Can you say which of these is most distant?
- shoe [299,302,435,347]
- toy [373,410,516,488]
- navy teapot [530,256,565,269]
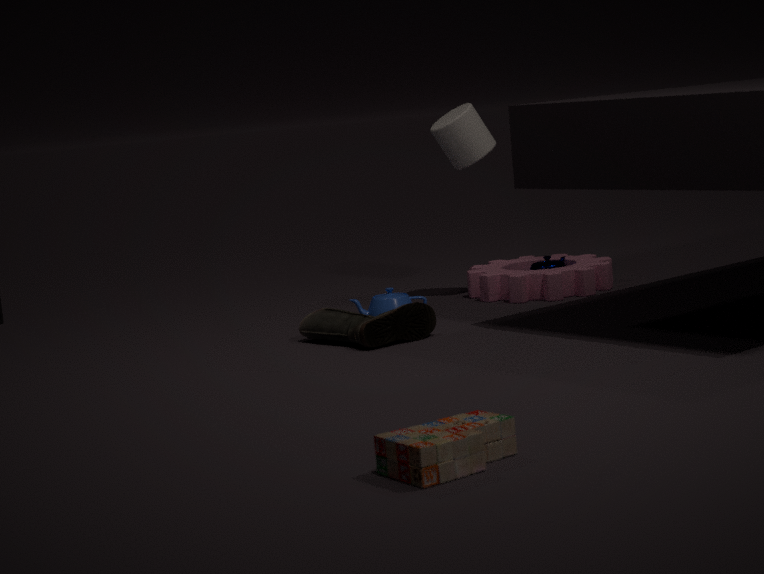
navy teapot [530,256,565,269]
